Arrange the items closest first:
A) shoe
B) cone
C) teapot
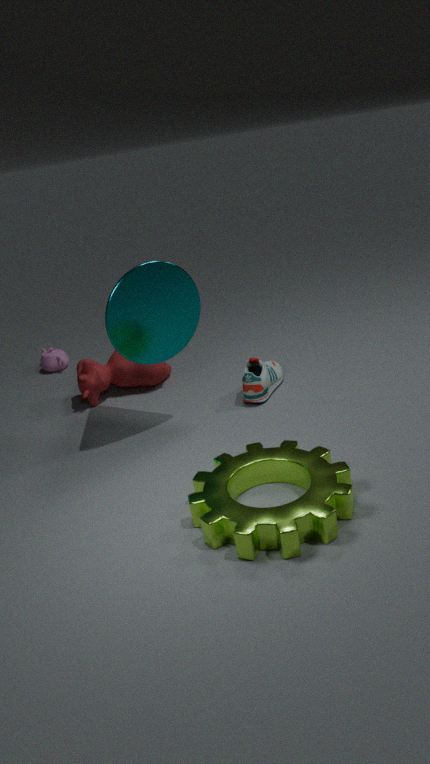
cone, shoe, teapot
